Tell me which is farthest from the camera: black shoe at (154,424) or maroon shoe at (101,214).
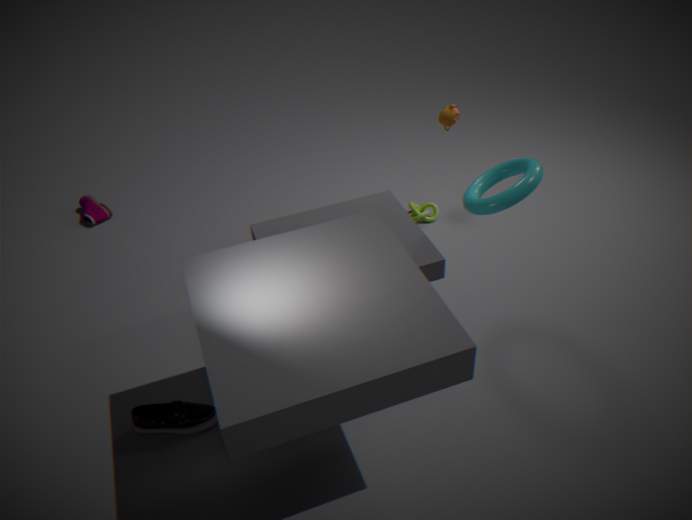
maroon shoe at (101,214)
